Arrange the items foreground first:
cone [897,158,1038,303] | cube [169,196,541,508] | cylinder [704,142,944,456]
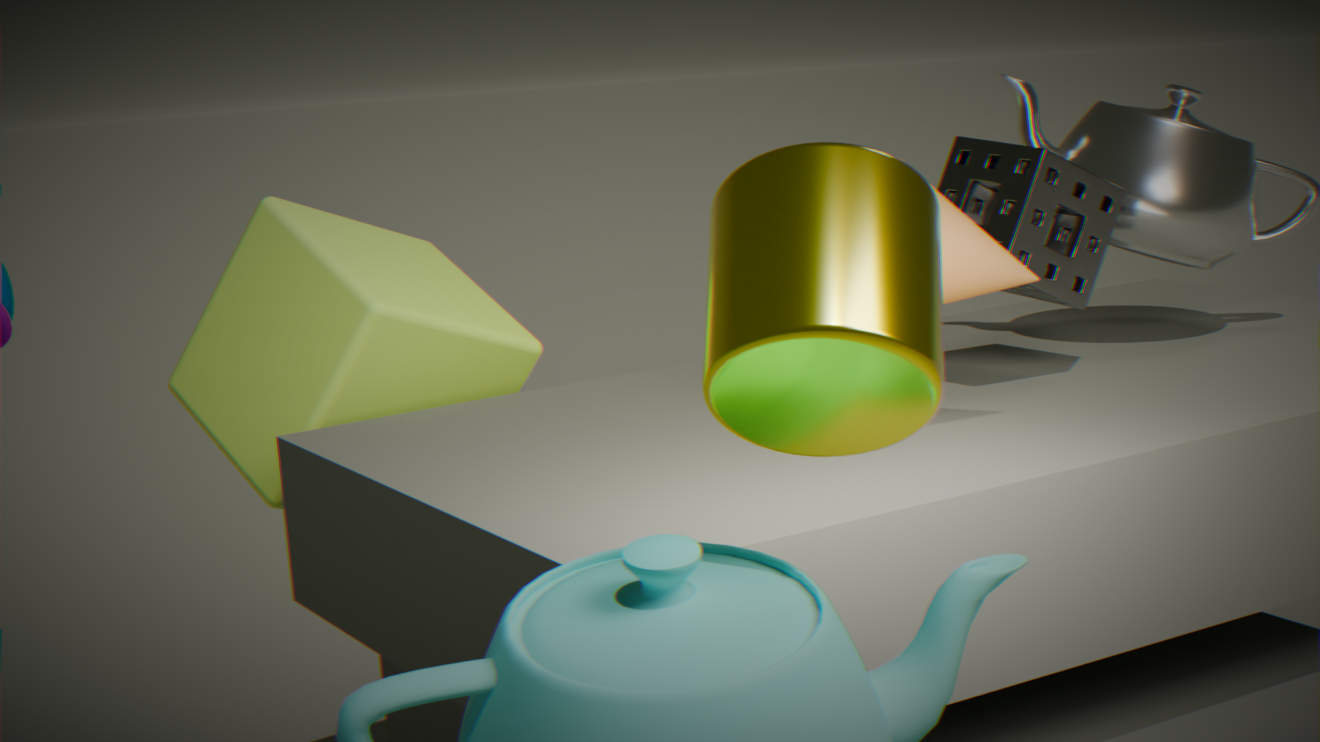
1. cylinder [704,142,944,456]
2. cone [897,158,1038,303]
3. cube [169,196,541,508]
